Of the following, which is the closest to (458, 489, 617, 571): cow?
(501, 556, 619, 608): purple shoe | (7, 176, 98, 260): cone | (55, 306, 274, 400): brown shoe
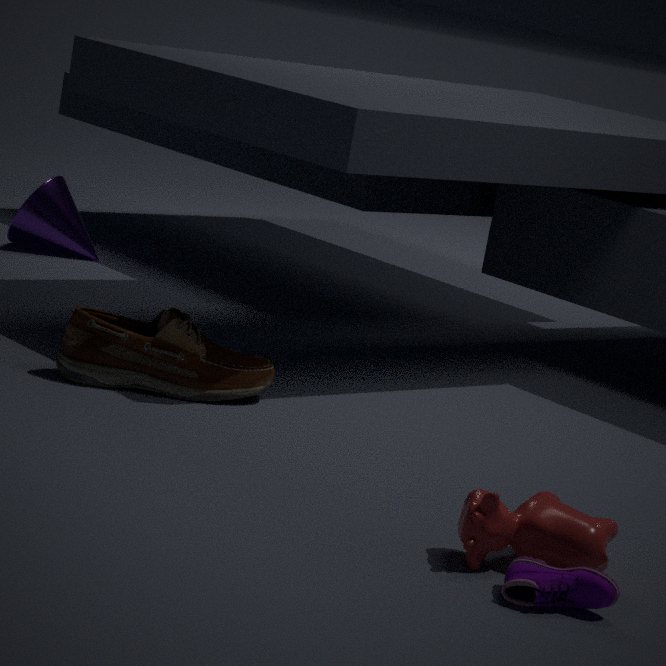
(501, 556, 619, 608): purple shoe
